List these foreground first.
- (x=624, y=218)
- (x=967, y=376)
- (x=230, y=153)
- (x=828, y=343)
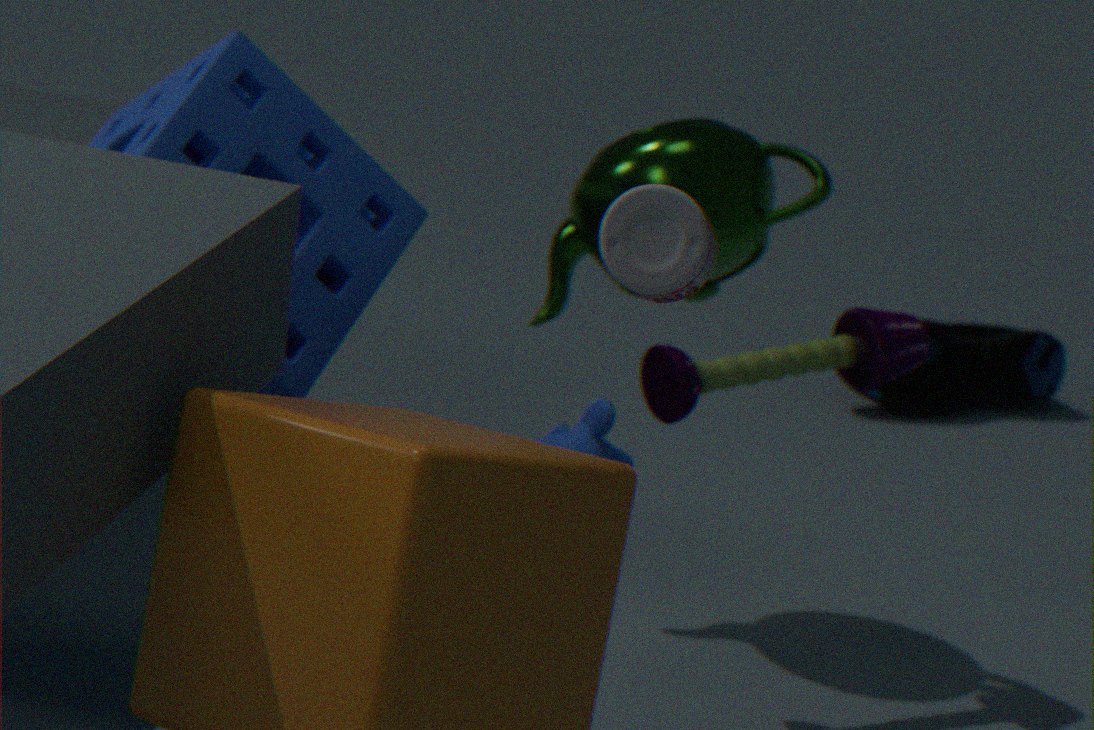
(x=624, y=218), (x=230, y=153), (x=828, y=343), (x=967, y=376)
